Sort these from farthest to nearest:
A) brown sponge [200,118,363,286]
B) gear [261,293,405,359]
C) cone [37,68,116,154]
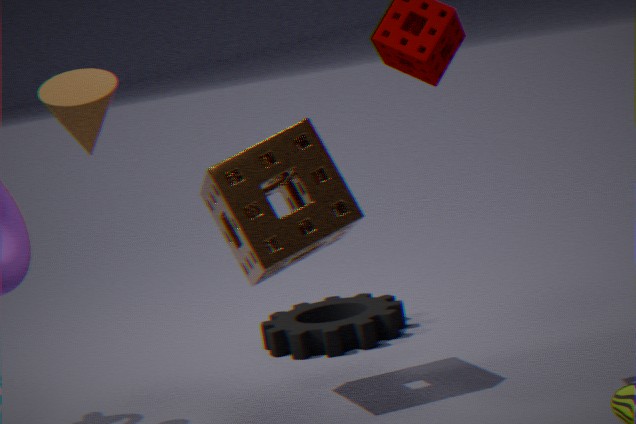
1. gear [261,293,405,359]
2. brown sponge [200,118,363,286]
3. cone [37,68,116,154]
